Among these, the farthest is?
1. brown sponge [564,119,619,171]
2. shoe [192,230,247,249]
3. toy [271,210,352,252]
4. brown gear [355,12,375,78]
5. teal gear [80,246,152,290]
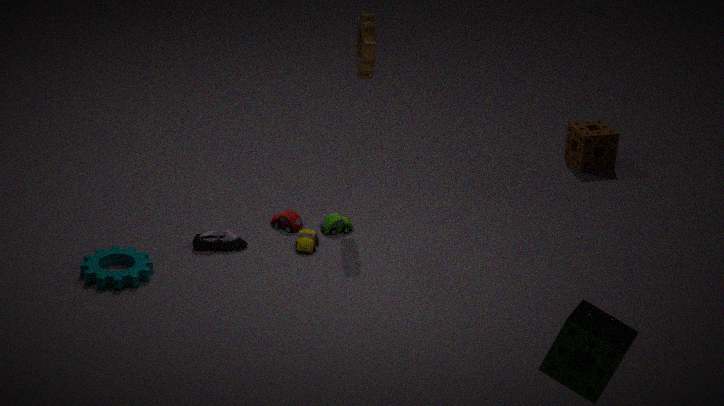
brown sponge [564,119,619,171]
